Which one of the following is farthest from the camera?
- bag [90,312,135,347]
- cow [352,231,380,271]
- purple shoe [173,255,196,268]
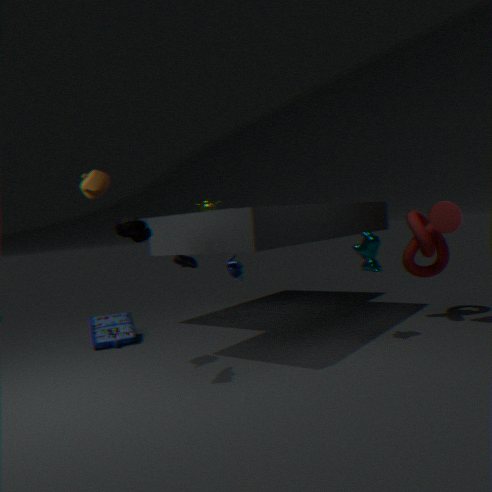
purple shoe [173,255,196,268]
